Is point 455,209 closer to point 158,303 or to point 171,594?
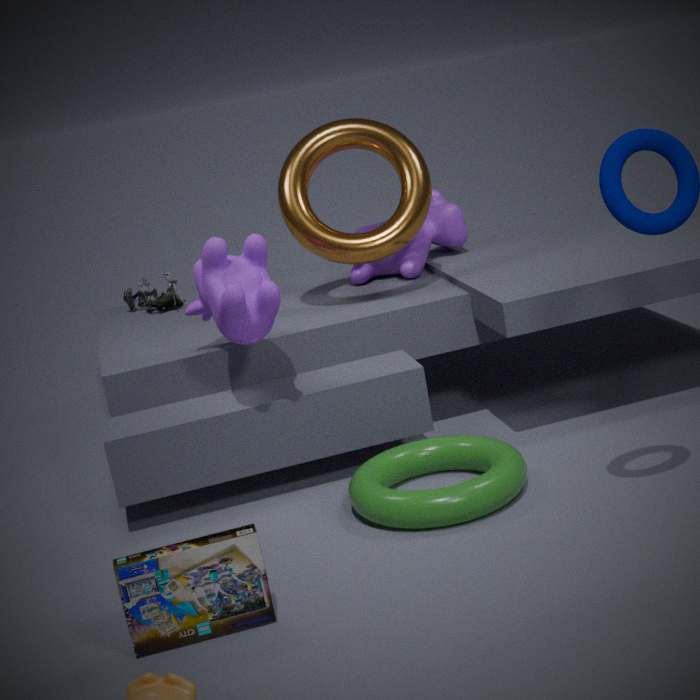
point 158,303
